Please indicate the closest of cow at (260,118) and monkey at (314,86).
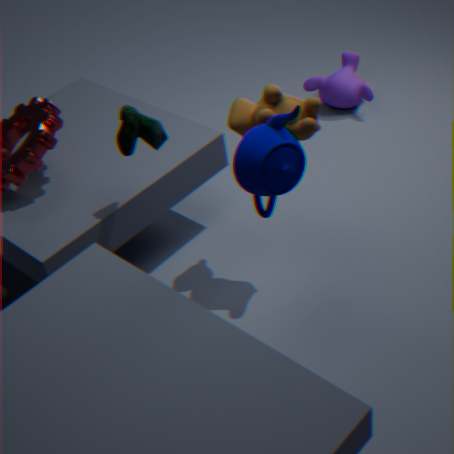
cow at (260,118)
